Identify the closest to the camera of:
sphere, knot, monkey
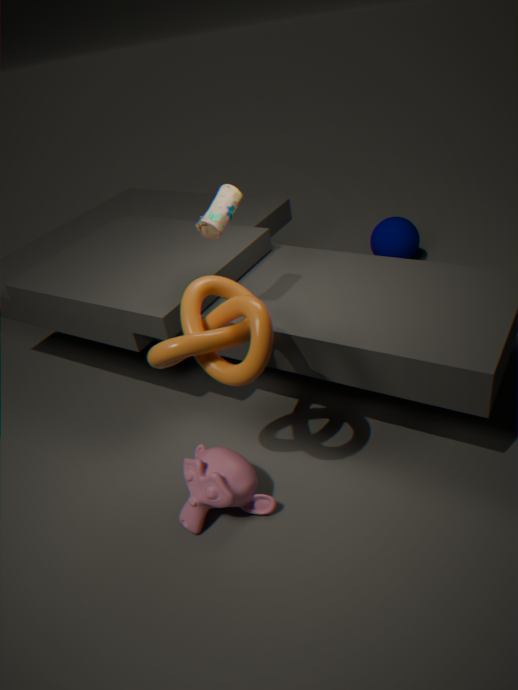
knot
